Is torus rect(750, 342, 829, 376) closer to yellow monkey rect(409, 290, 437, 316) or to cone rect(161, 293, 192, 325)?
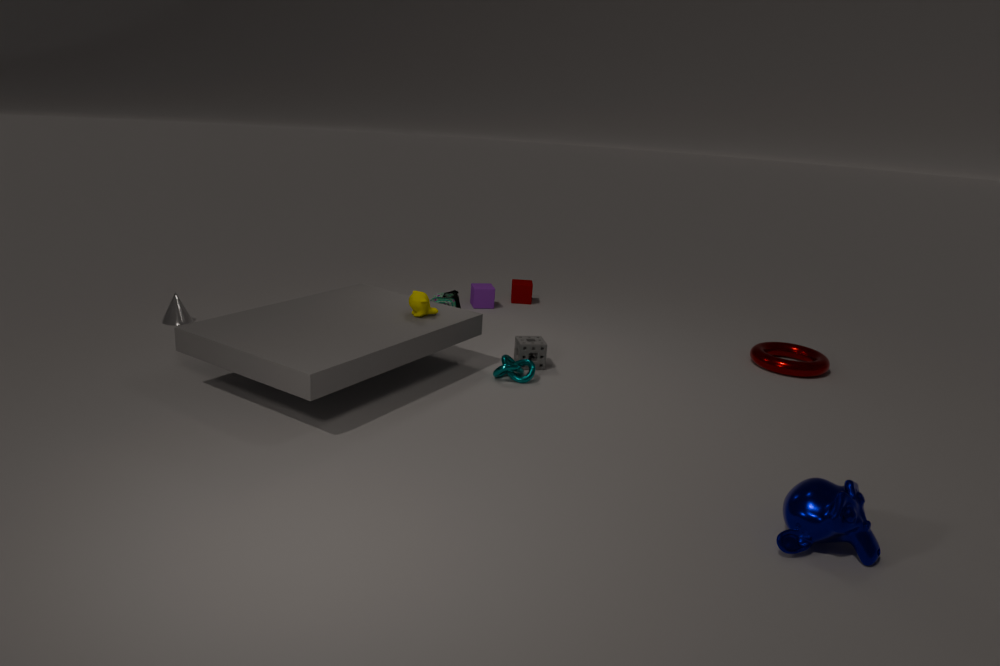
yellow monkey rect(409, 290, 437, 316)
